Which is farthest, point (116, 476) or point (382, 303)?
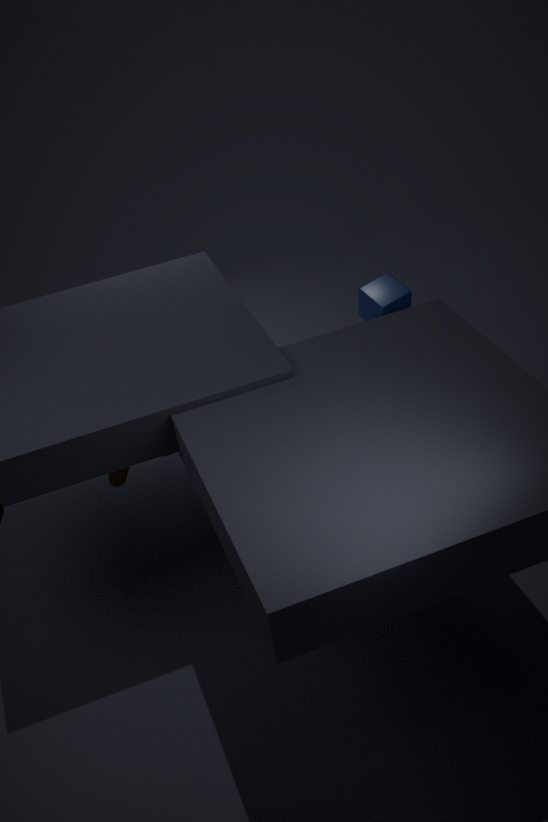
point (382, 303)
